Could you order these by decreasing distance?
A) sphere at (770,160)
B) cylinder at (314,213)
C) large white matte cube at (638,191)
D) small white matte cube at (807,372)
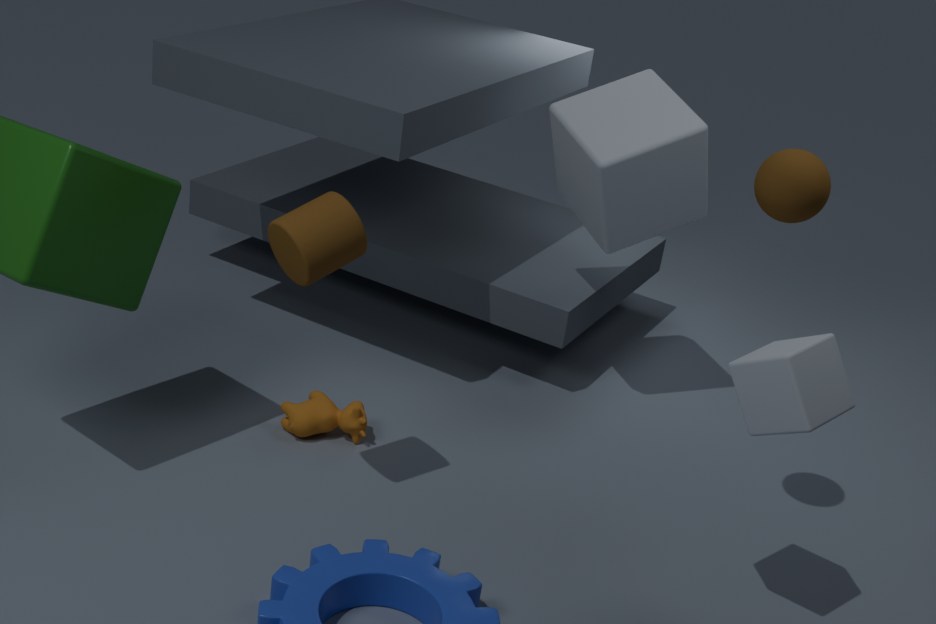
large white matte cube at (638,191)
cylinder at (314,213)
sphere at (770,160)
small white matte cube at (807,372)
